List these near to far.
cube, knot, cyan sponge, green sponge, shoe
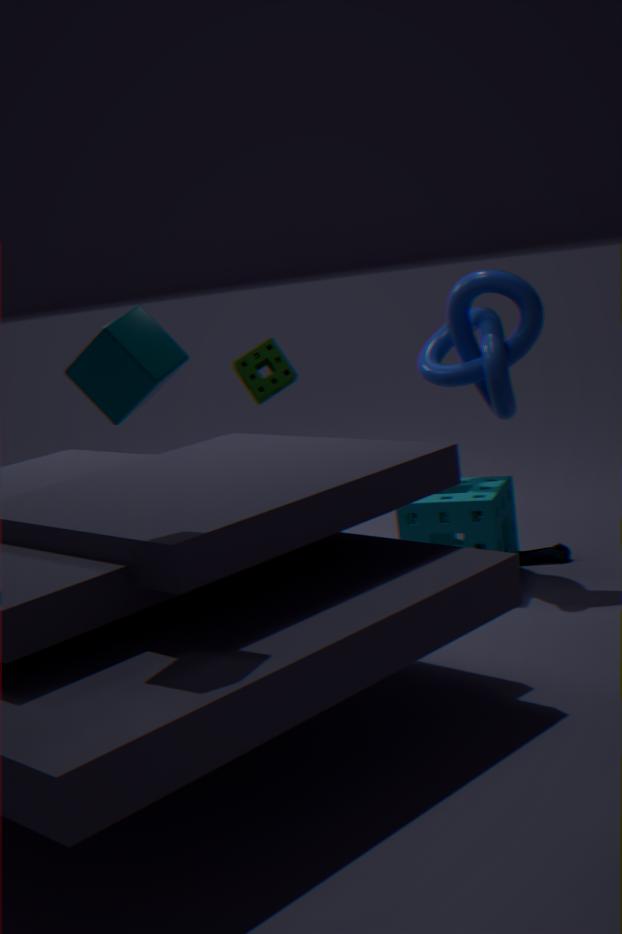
cube → knot → cyan sponge → shoe → green sponge
